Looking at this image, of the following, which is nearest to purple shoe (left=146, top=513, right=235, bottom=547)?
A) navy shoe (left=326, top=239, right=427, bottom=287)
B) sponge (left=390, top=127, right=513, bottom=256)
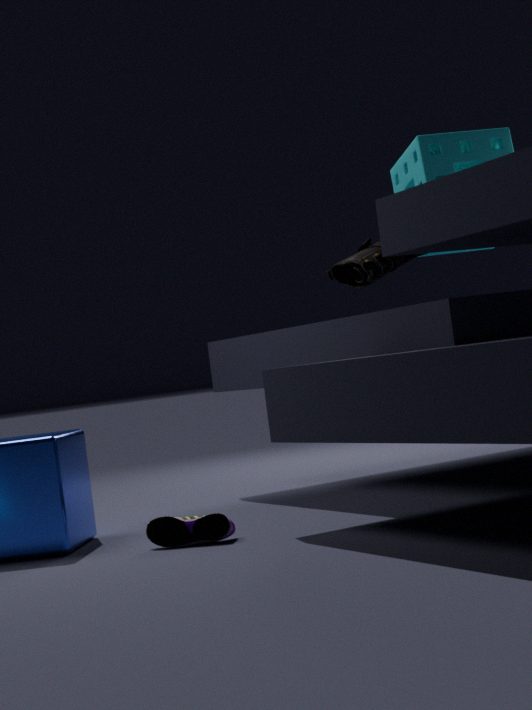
navy shoe (left=326, top=239, right=427, bottom=287)
